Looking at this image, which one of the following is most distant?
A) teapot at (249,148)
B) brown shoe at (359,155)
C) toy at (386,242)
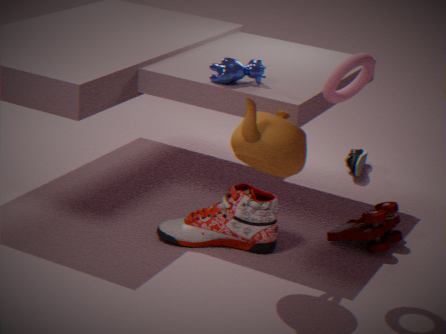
brown shoe at (359,155)
